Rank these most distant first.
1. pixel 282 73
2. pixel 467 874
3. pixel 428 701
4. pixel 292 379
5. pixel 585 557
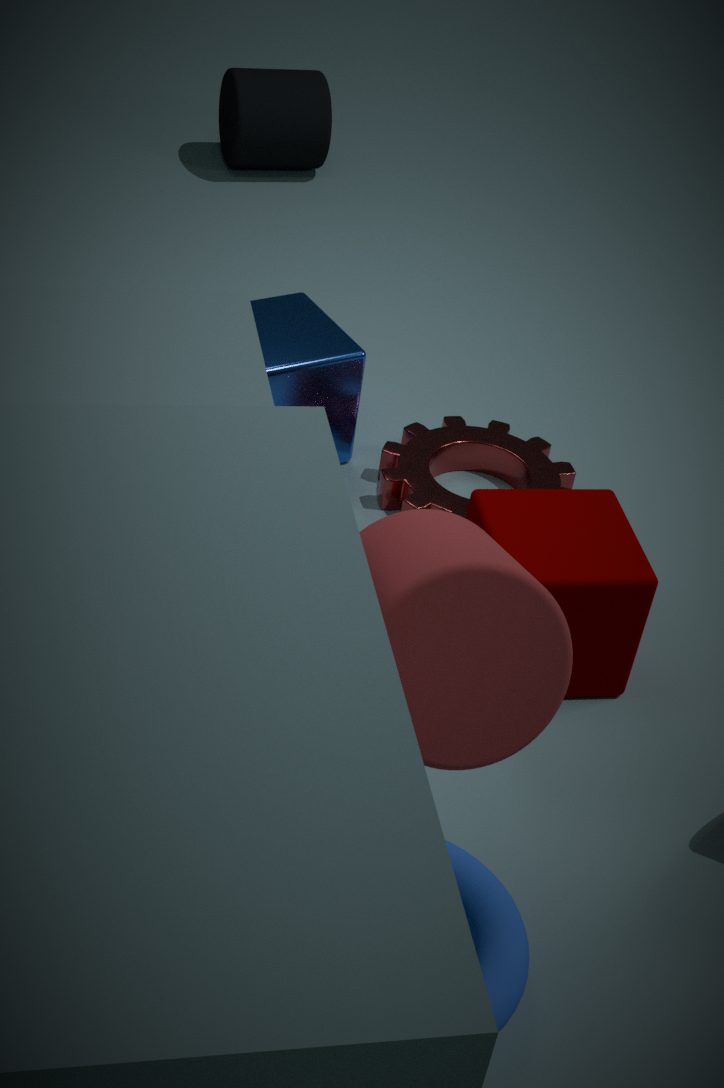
pixel 282 73 → pixel 292 379 → pixel 585 557 → pixel 467 874 → pixel 428 701
